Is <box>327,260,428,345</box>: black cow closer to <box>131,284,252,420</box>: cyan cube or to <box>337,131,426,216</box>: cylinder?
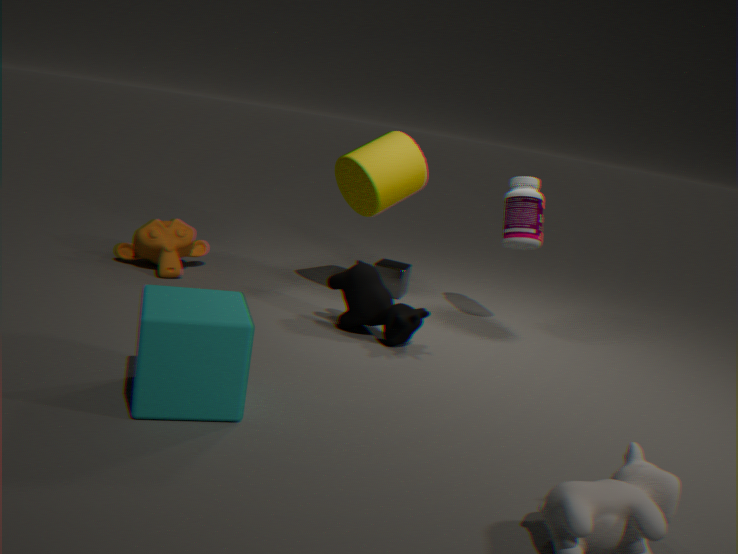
<box>337,131,426,216</box>: cylinder
